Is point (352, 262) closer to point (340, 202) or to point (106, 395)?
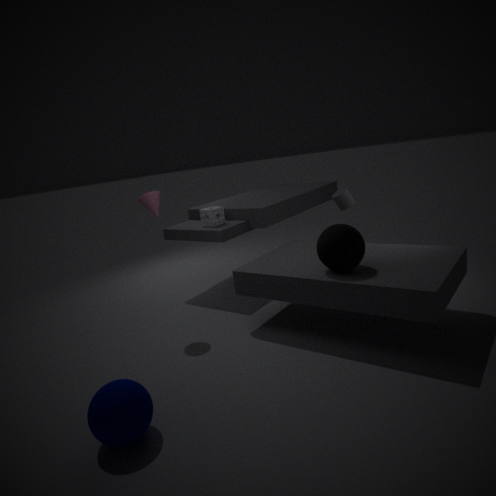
point (340, 202)
